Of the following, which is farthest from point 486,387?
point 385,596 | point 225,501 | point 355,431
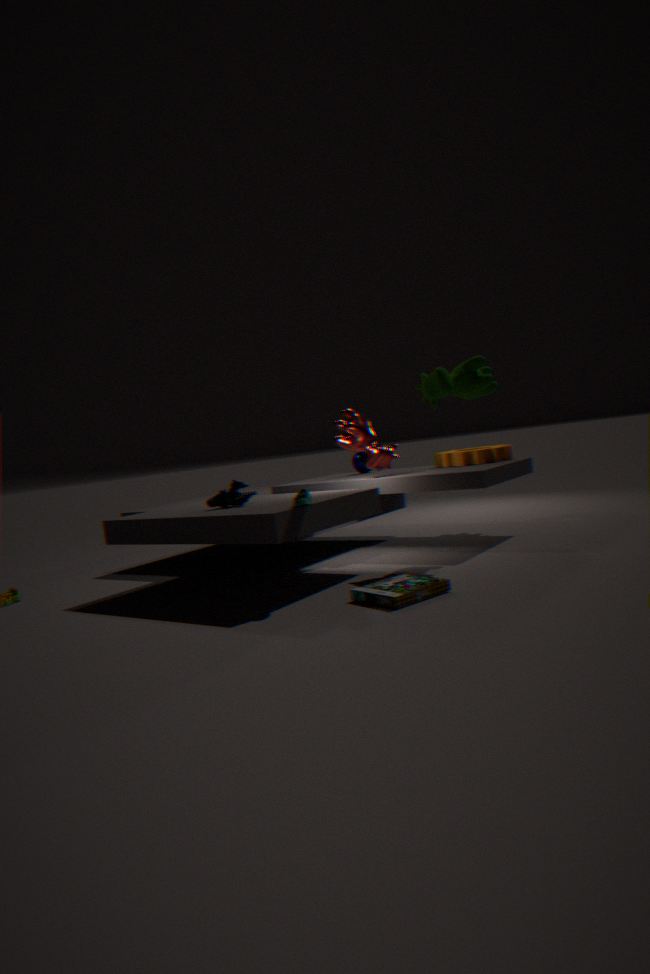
point 225,501
